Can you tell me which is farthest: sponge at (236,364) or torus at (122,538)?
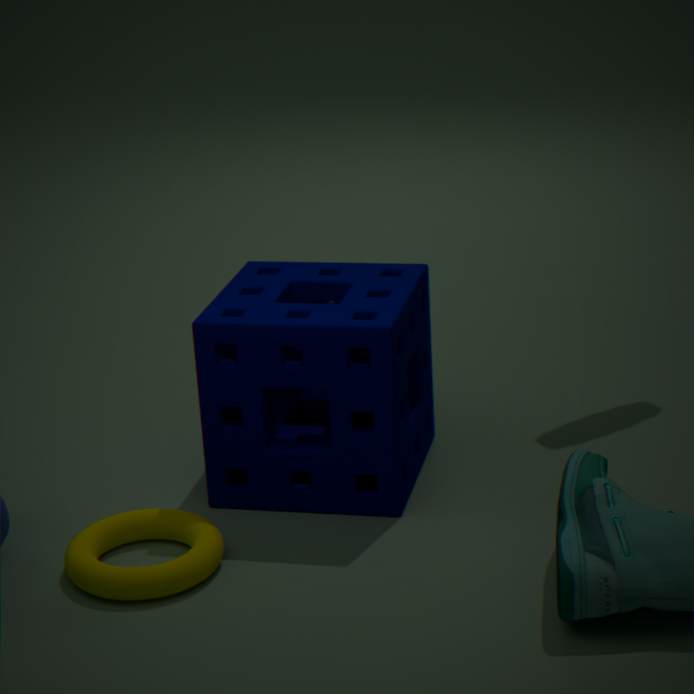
sponge at (236,364)
